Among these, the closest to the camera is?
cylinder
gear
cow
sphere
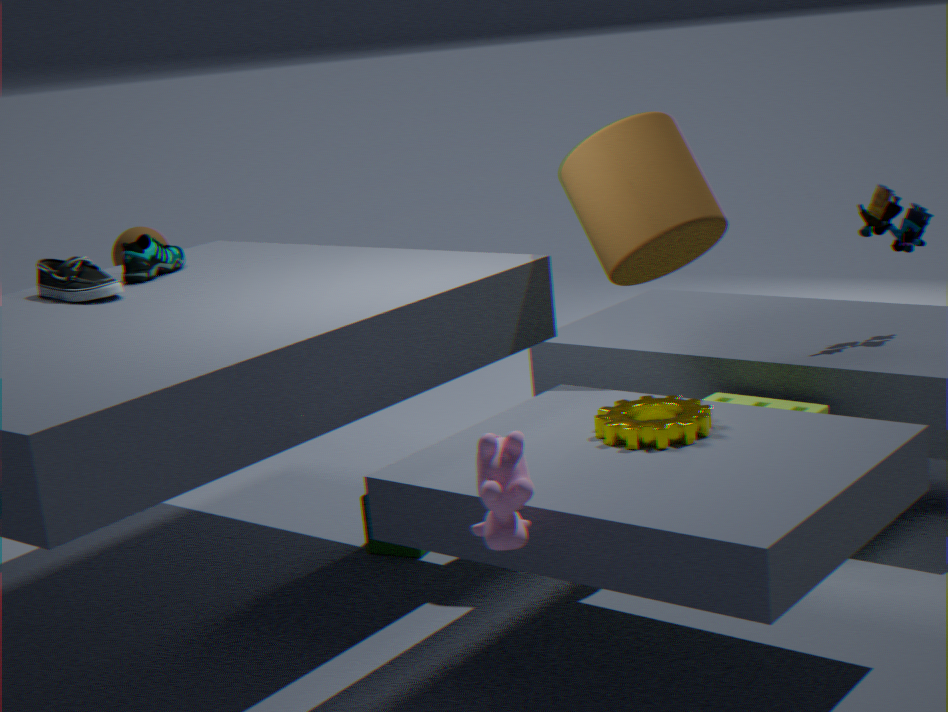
cow
